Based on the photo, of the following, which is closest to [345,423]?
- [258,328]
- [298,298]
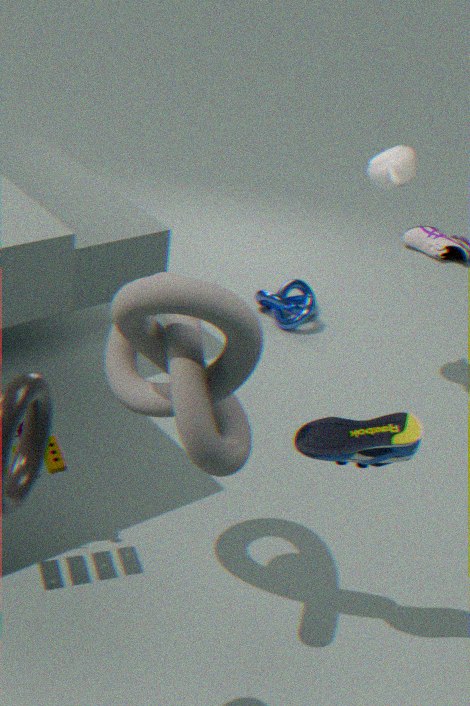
[258,328]
